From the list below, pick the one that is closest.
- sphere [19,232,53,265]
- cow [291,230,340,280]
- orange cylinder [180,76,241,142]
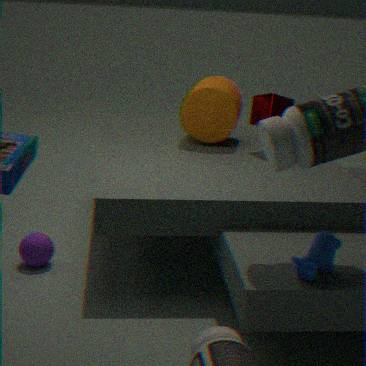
cow [291,230,340,280]
